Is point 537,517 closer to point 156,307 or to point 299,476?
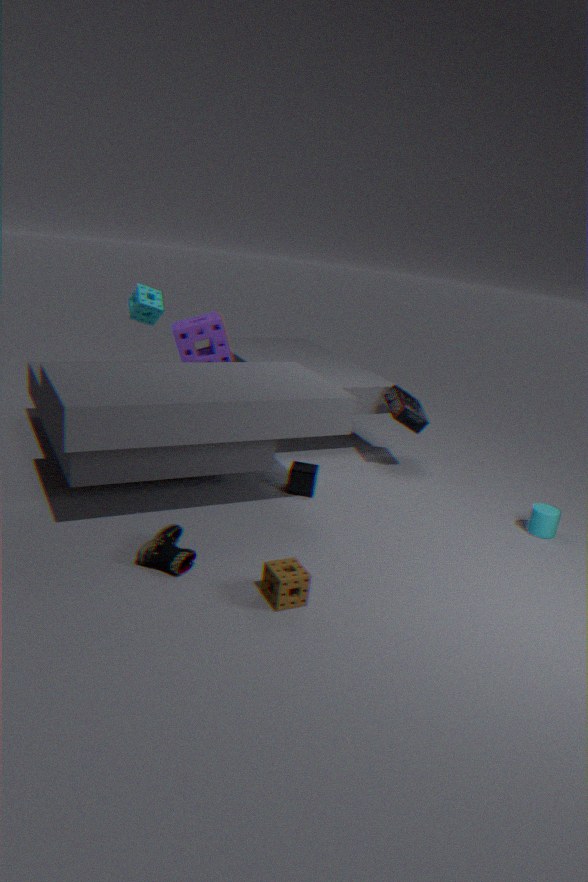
point 299,476
